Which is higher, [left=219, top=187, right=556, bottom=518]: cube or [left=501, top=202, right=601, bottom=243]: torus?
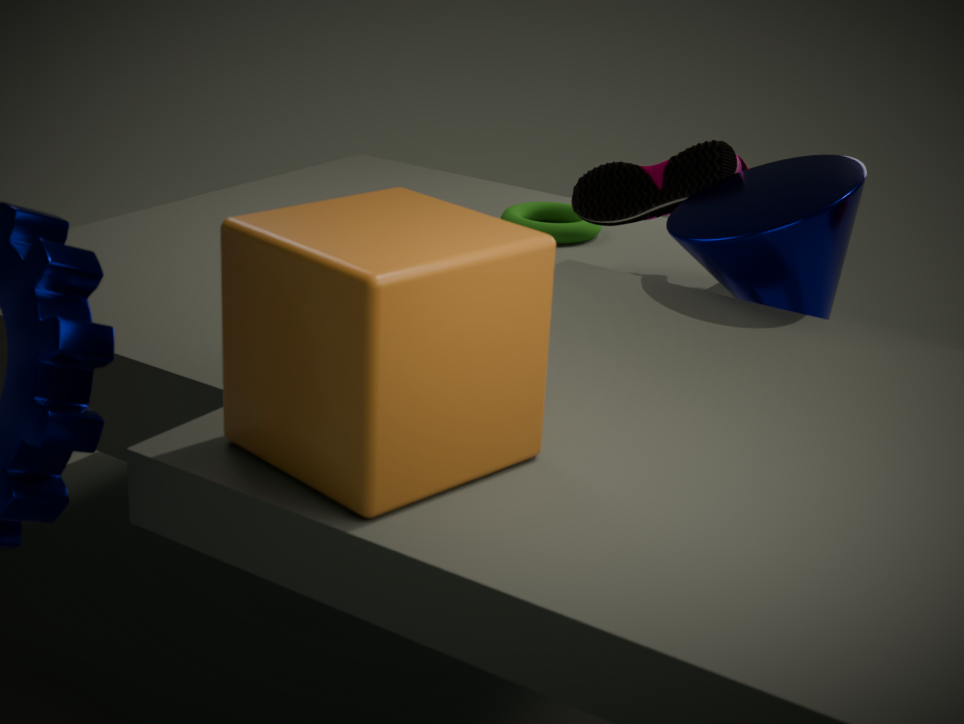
[left=219, top=187, right=556, bottom=518]: cube
